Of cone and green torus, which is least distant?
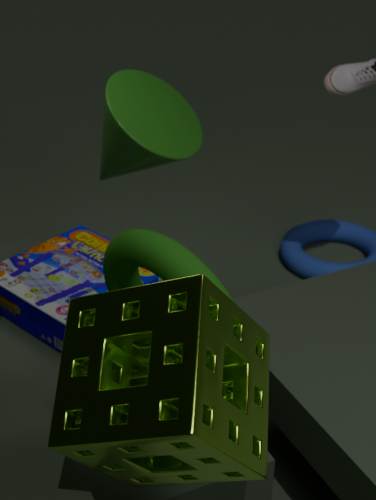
green torus
